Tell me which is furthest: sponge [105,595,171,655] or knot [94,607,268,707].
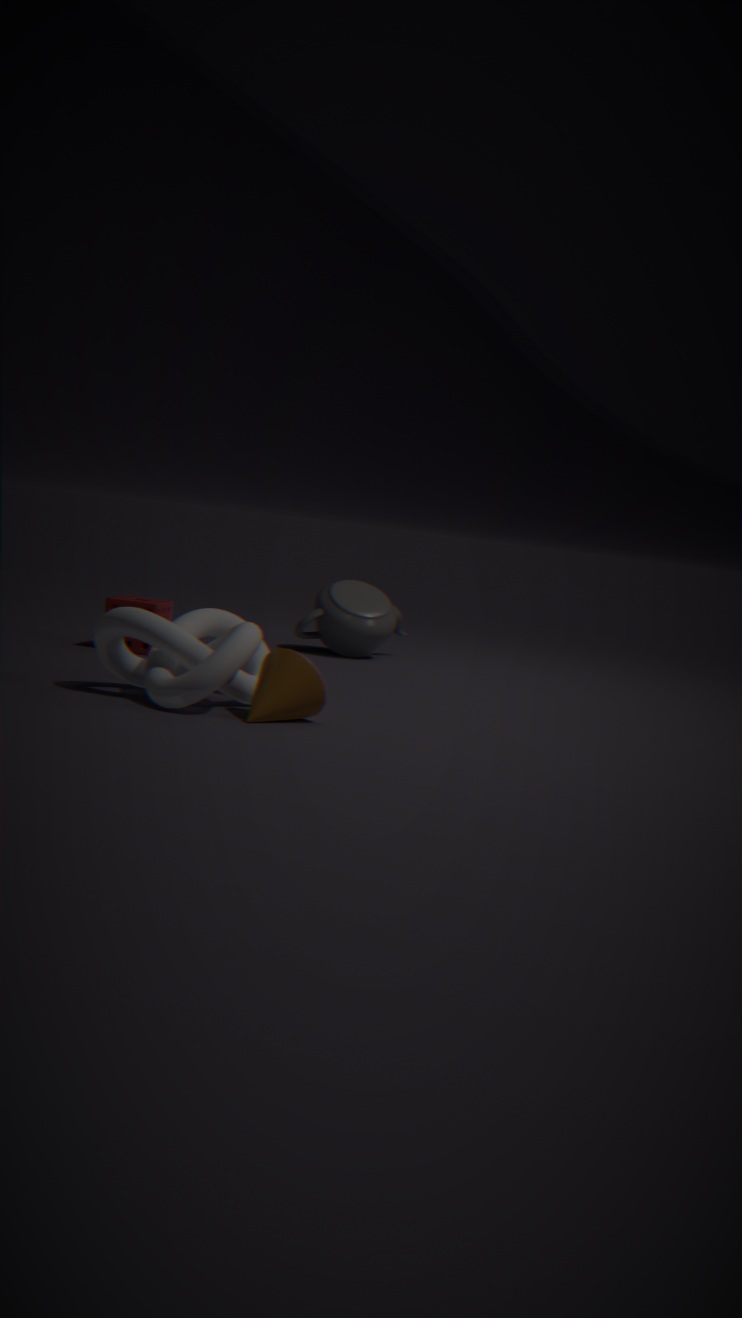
sponge [105,595,171,655]
